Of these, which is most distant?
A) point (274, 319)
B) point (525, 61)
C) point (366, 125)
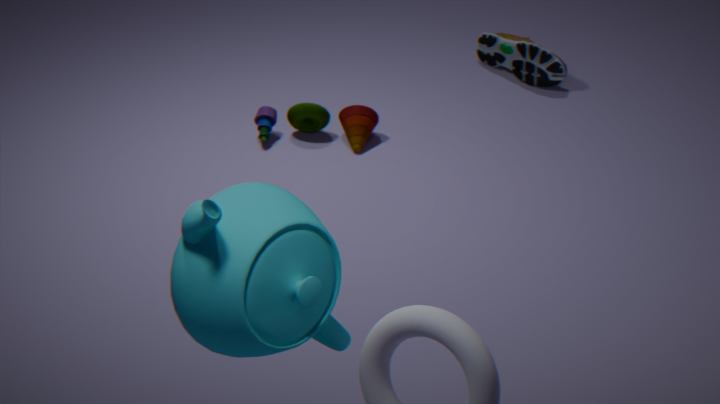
point (525, 61)
